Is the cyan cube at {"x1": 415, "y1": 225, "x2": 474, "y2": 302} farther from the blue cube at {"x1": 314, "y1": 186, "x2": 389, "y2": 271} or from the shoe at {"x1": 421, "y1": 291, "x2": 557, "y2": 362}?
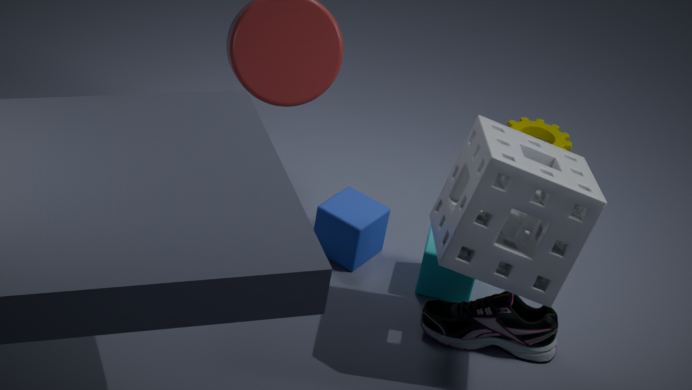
the blue cube at {"x1": 314, "y1": 186, "x2": 389, "y2": 271}
